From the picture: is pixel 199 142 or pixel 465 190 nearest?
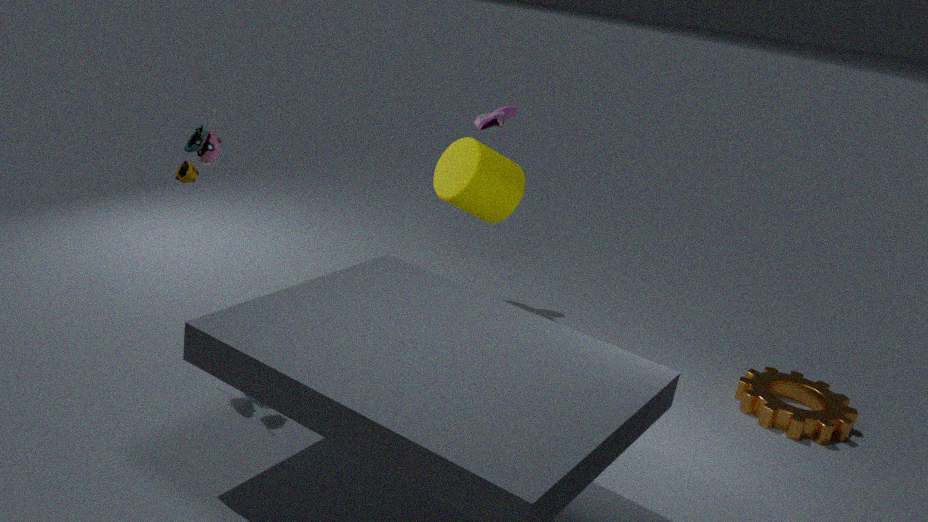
pixel 199 142
